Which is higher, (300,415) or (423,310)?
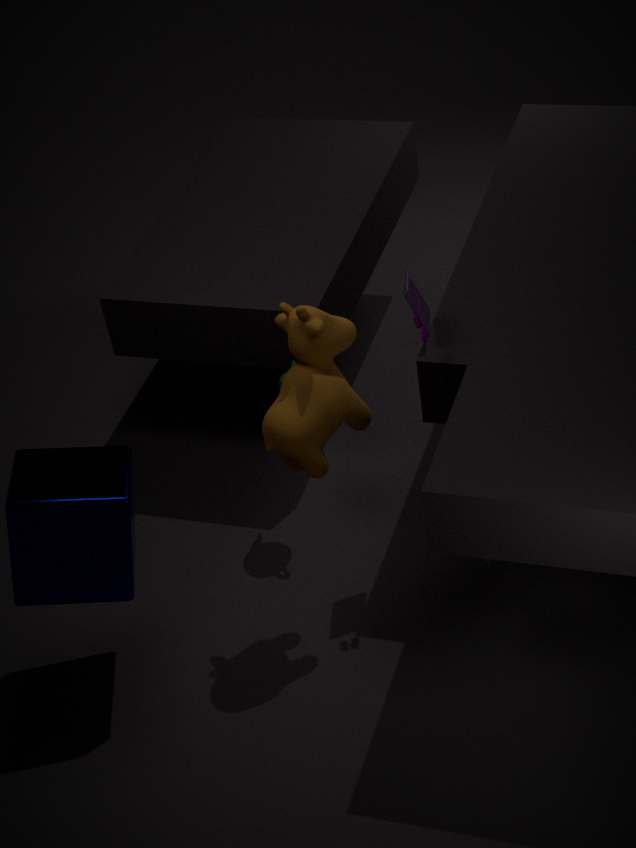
(423,310)
